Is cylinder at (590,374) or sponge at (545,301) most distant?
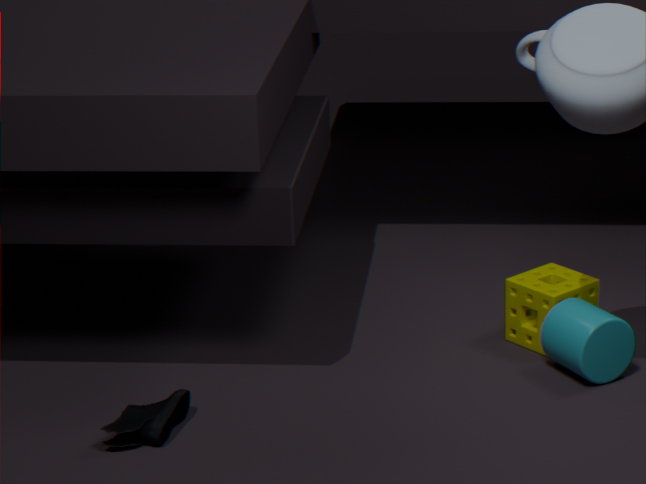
sponge at (545,301)
